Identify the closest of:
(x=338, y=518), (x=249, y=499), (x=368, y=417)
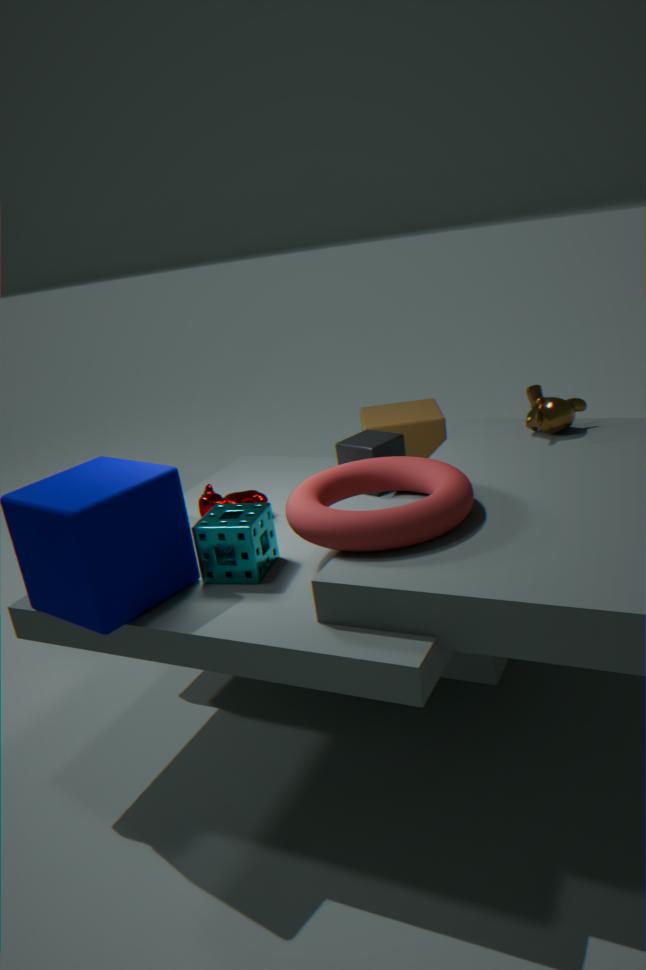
(x=338, y=518)
